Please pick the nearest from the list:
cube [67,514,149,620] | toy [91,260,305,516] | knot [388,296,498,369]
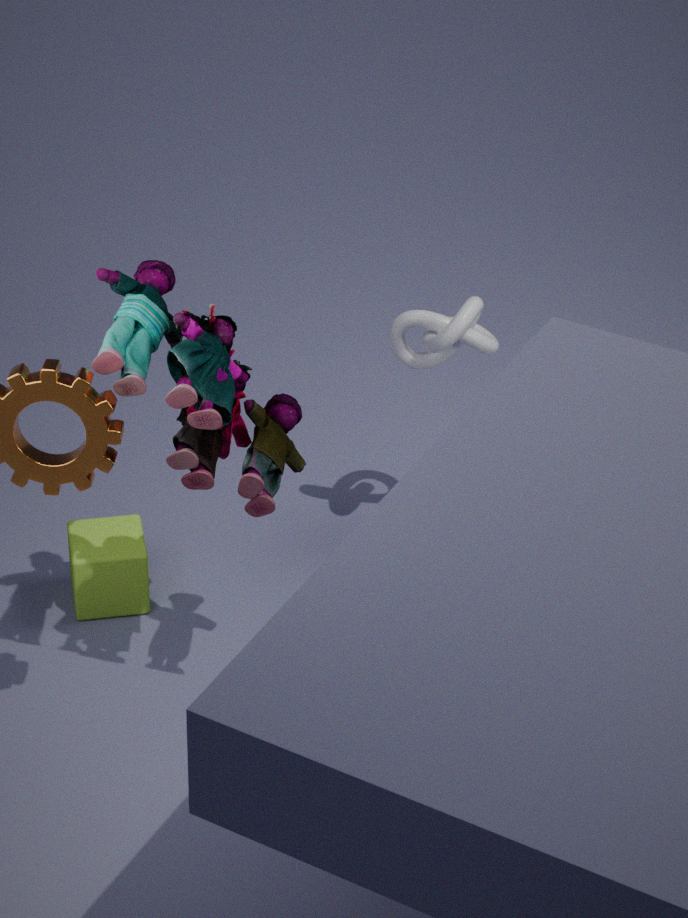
toy [91,260,305,516]
